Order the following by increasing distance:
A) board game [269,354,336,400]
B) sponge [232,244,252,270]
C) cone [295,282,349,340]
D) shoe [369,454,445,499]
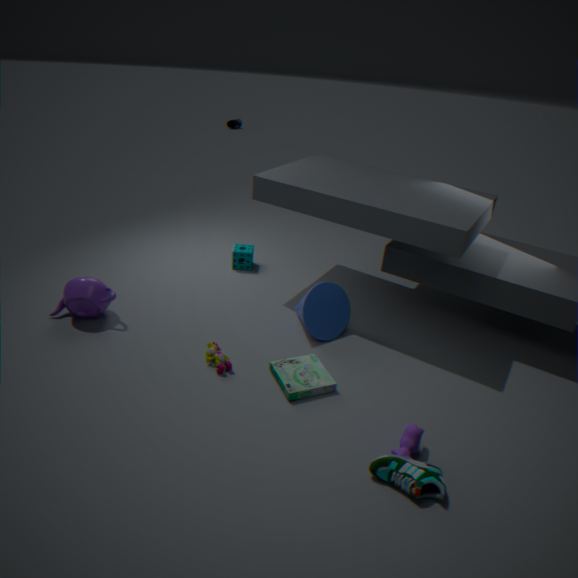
shoe [369,454,445,499] < board game [269,354,336,400] < cone [295,282,349,340] < sponge [232,244,252,270]
